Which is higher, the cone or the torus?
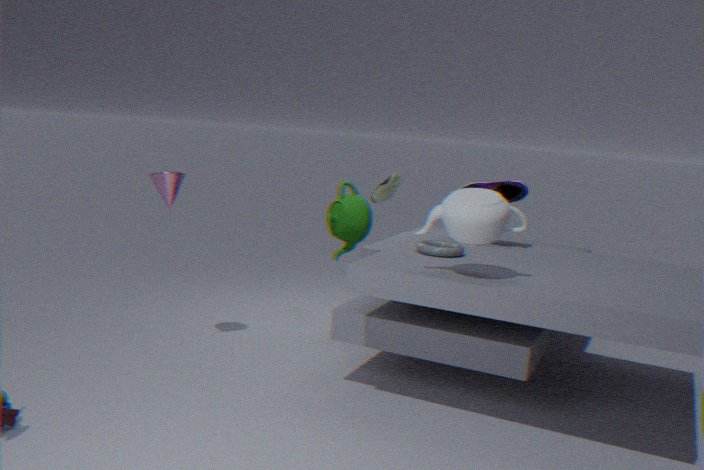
the cone
